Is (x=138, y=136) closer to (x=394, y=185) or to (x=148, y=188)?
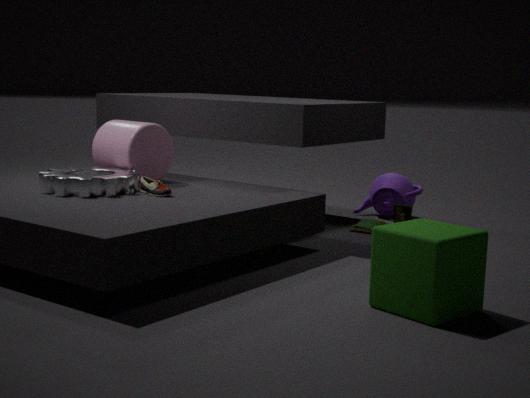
(x=148, y=188)
